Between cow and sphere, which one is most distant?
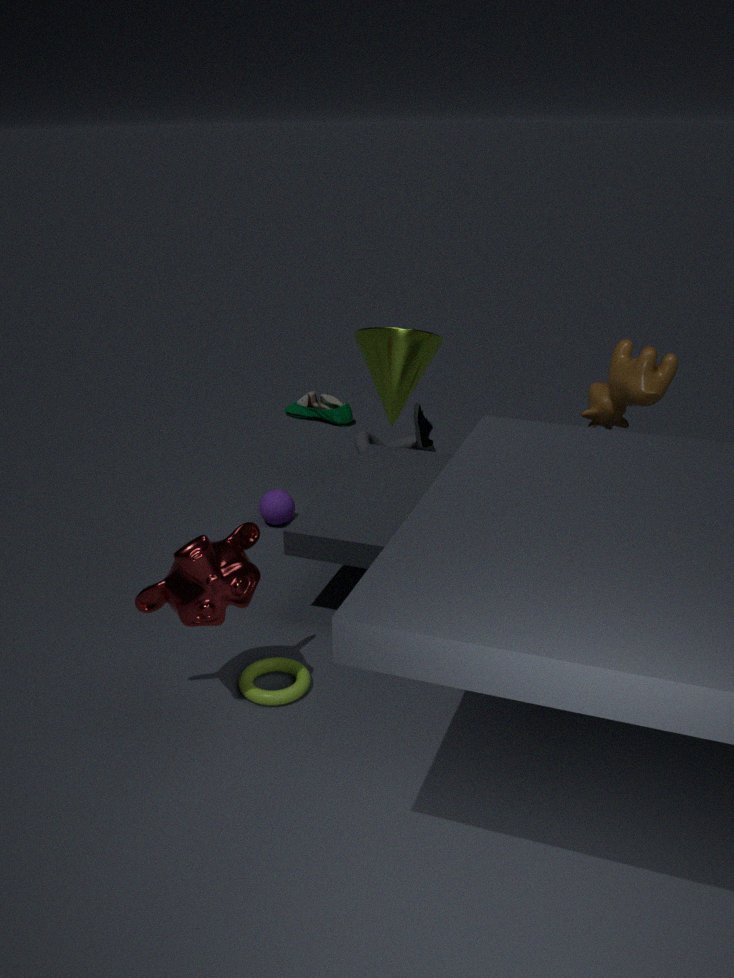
sphere
